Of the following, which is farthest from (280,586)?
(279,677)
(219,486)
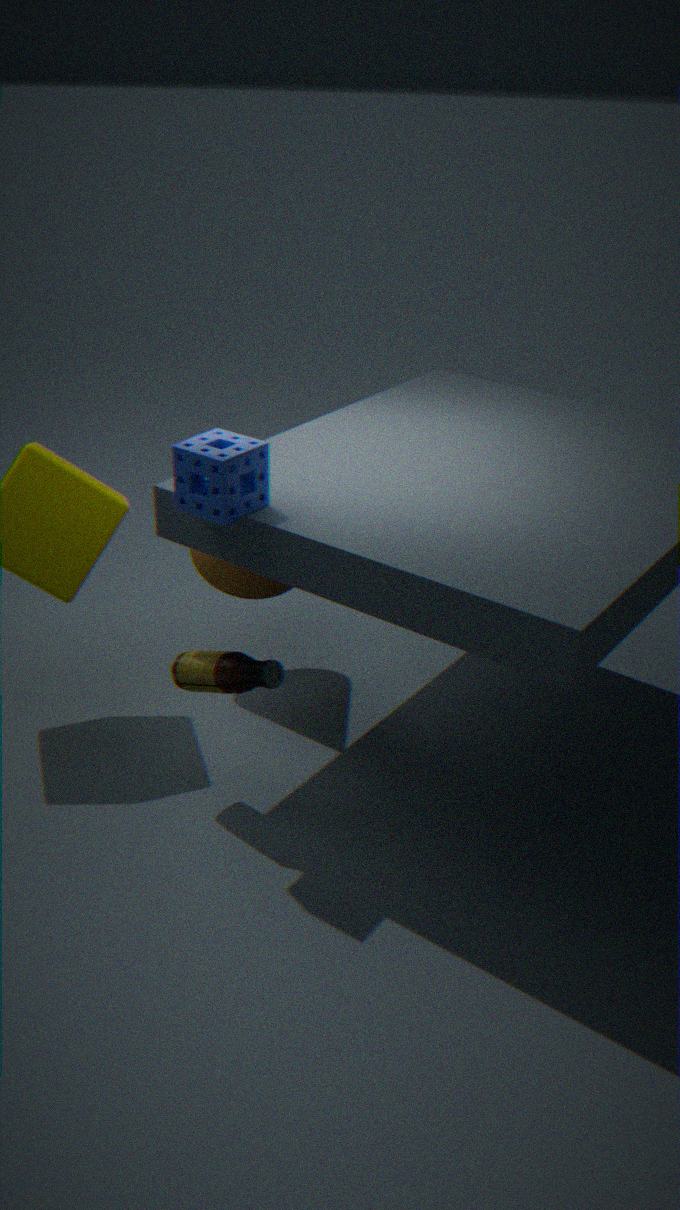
(219,486)
